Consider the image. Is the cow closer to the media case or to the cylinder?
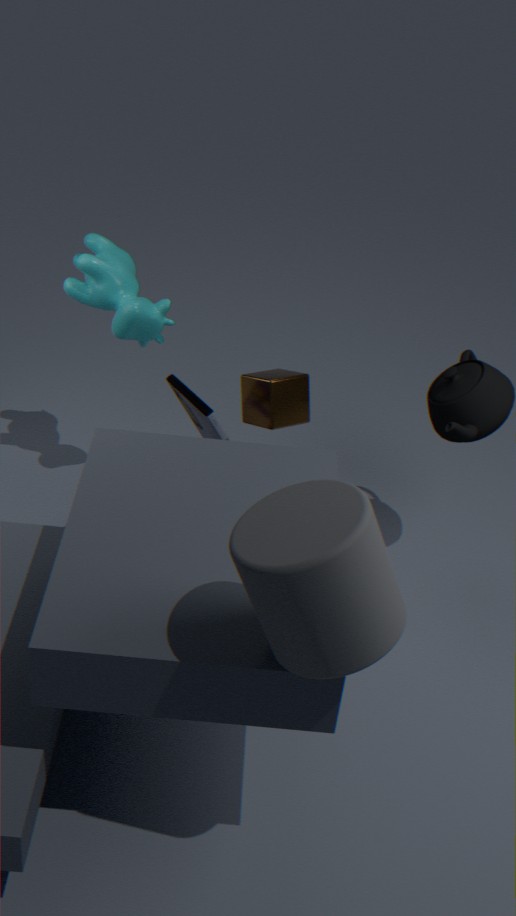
the media case
